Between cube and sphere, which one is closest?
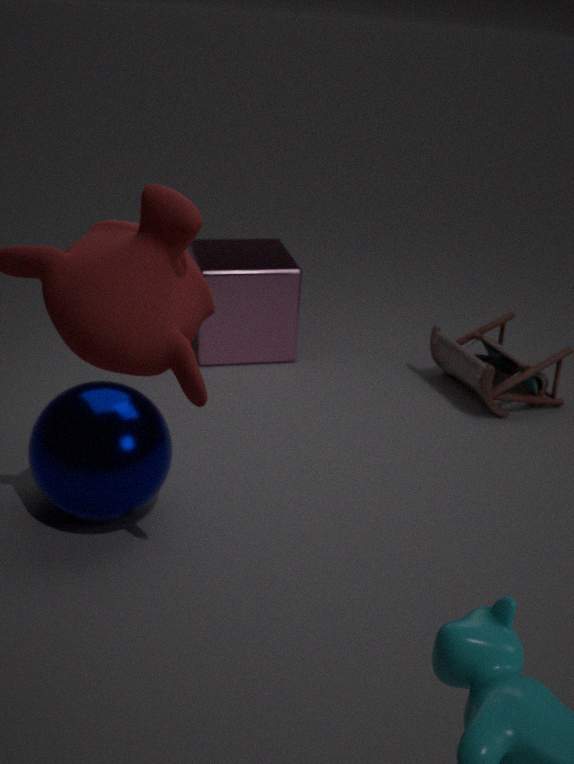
sphere
